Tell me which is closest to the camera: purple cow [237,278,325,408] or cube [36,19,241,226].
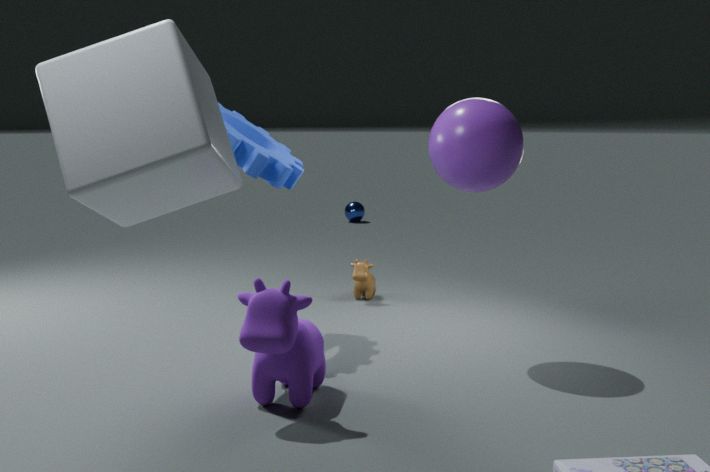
cube [36,19,241,226]
